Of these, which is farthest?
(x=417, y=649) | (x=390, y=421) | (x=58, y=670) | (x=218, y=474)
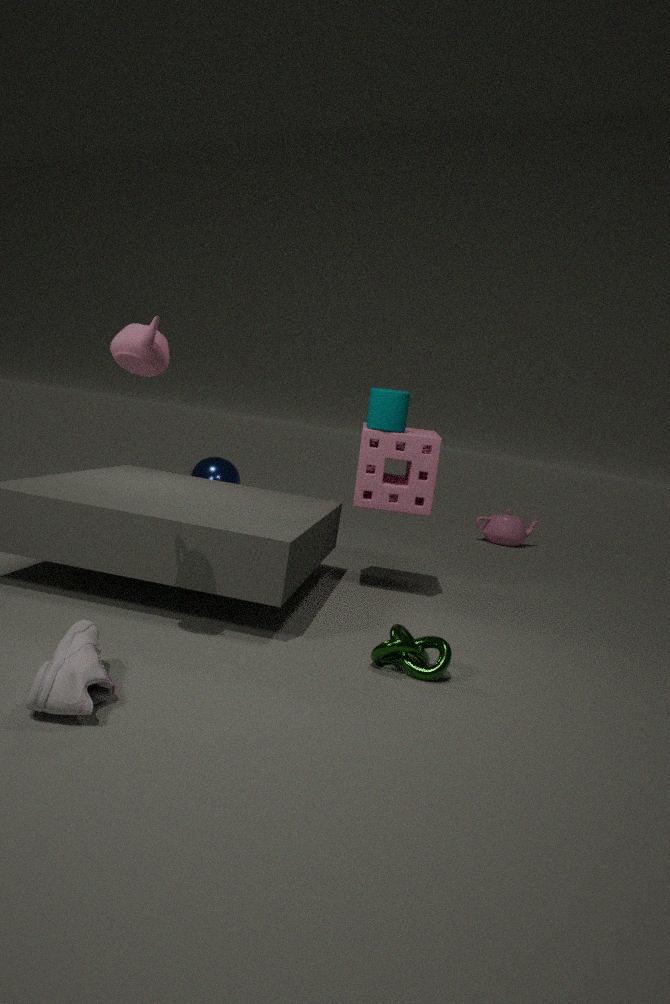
(x=218, y=474)
